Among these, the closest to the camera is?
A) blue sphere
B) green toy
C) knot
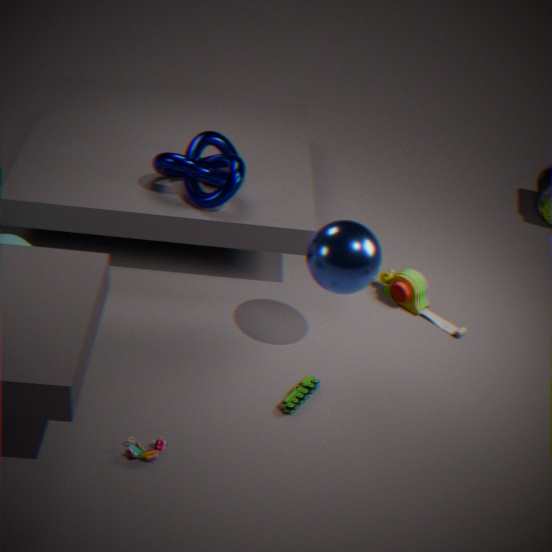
blue sphere
